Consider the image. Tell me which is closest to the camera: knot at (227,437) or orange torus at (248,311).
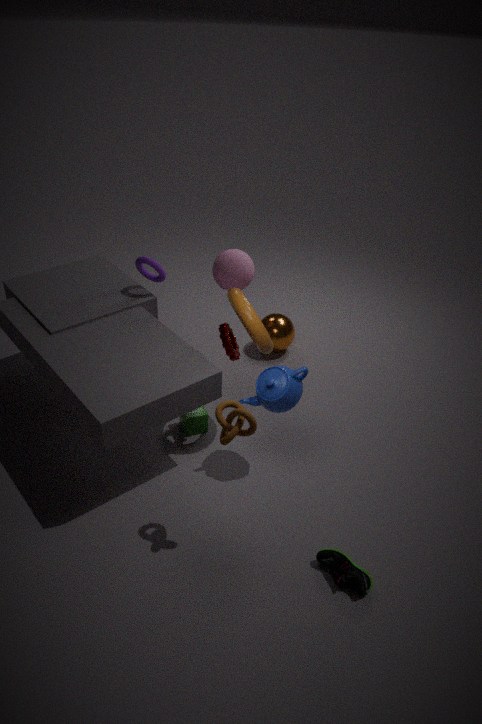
knot at (227,437)
